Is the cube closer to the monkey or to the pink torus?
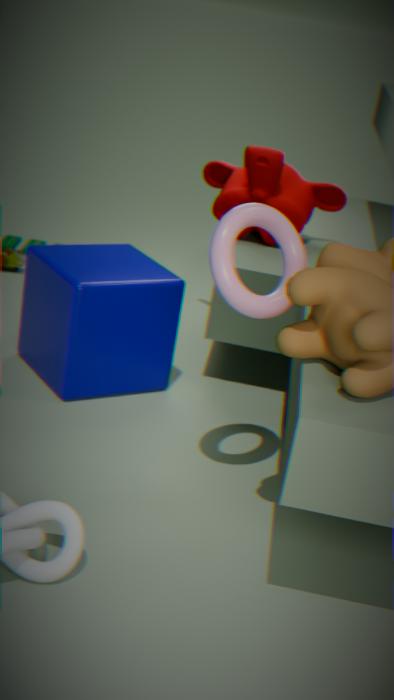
the monkey
